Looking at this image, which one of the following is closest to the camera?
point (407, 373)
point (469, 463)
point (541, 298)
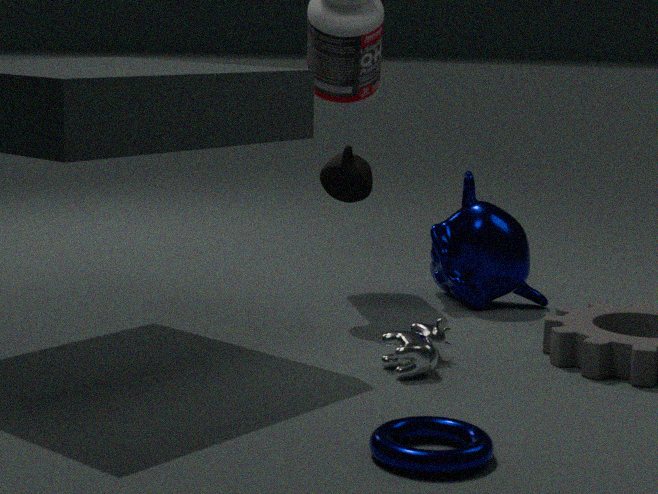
point (469, 463)
